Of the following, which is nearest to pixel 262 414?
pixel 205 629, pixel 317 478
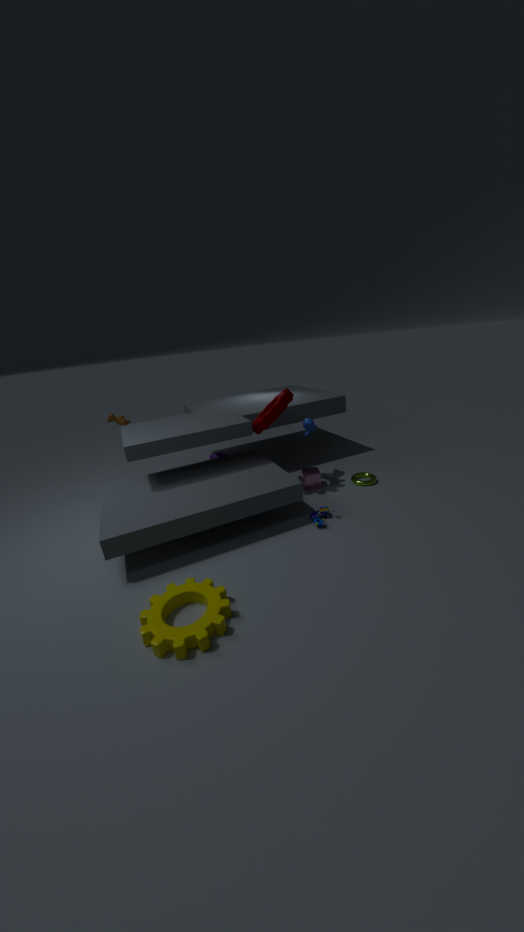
pixel 317 478
